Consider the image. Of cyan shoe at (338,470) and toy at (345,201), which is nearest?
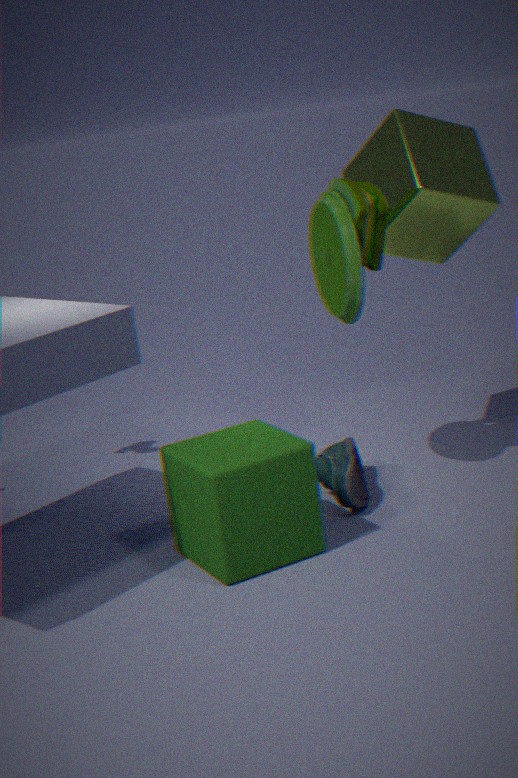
toy at (345,201)
